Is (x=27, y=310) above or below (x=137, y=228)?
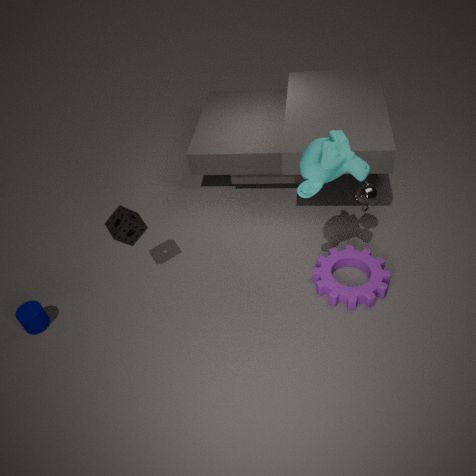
below
